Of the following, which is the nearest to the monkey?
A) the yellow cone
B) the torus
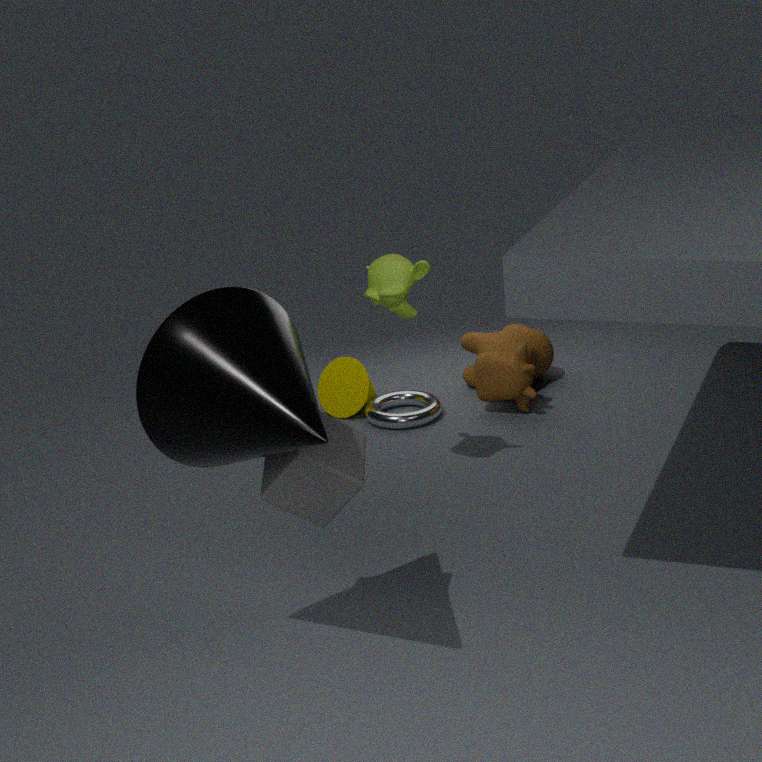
the torus
